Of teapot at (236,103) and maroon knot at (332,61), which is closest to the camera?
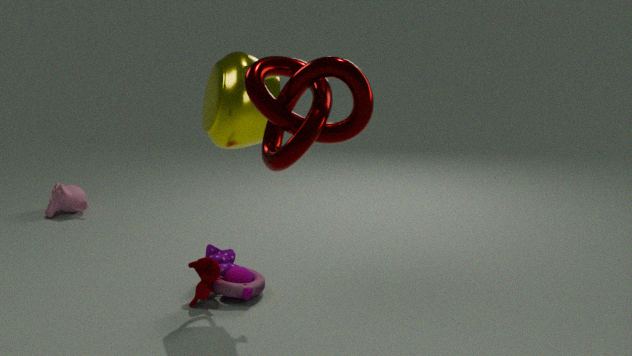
maroon knot at (332,61)
